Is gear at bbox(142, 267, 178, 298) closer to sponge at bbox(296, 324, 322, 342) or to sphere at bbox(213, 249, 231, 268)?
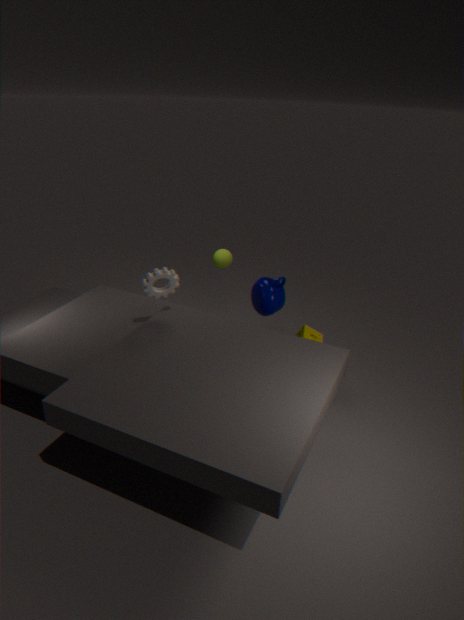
sphere at bbox(213, 249, 231, 268)
